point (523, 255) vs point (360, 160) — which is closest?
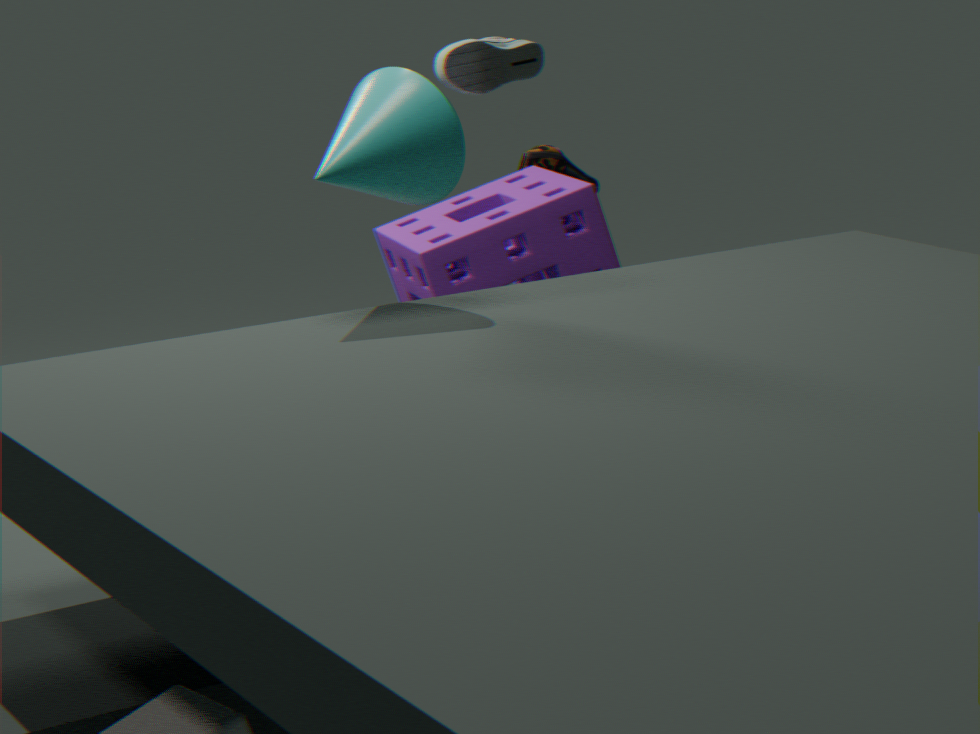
point (360, 160)
